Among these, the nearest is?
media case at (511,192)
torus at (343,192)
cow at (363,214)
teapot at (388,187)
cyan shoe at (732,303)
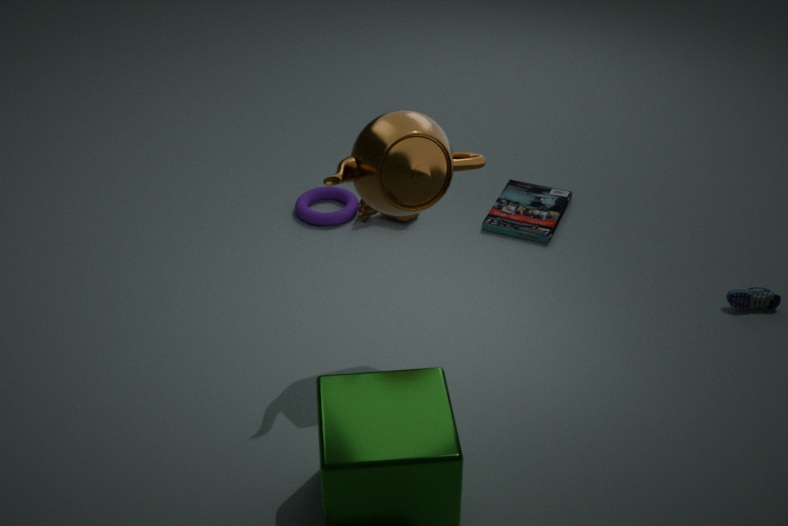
teapot at (388,187)
